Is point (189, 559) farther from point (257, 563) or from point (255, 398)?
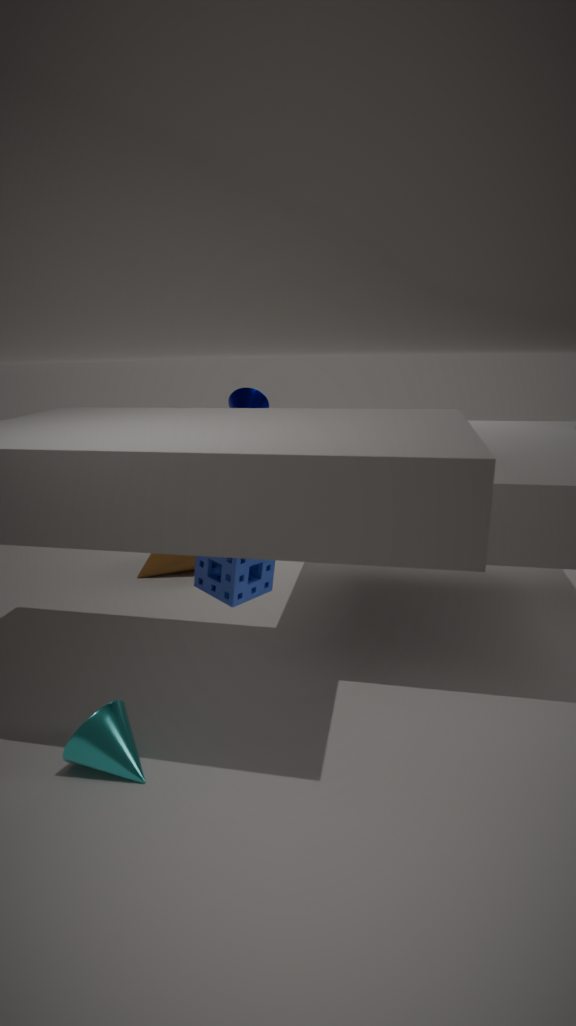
point (257, 563)
